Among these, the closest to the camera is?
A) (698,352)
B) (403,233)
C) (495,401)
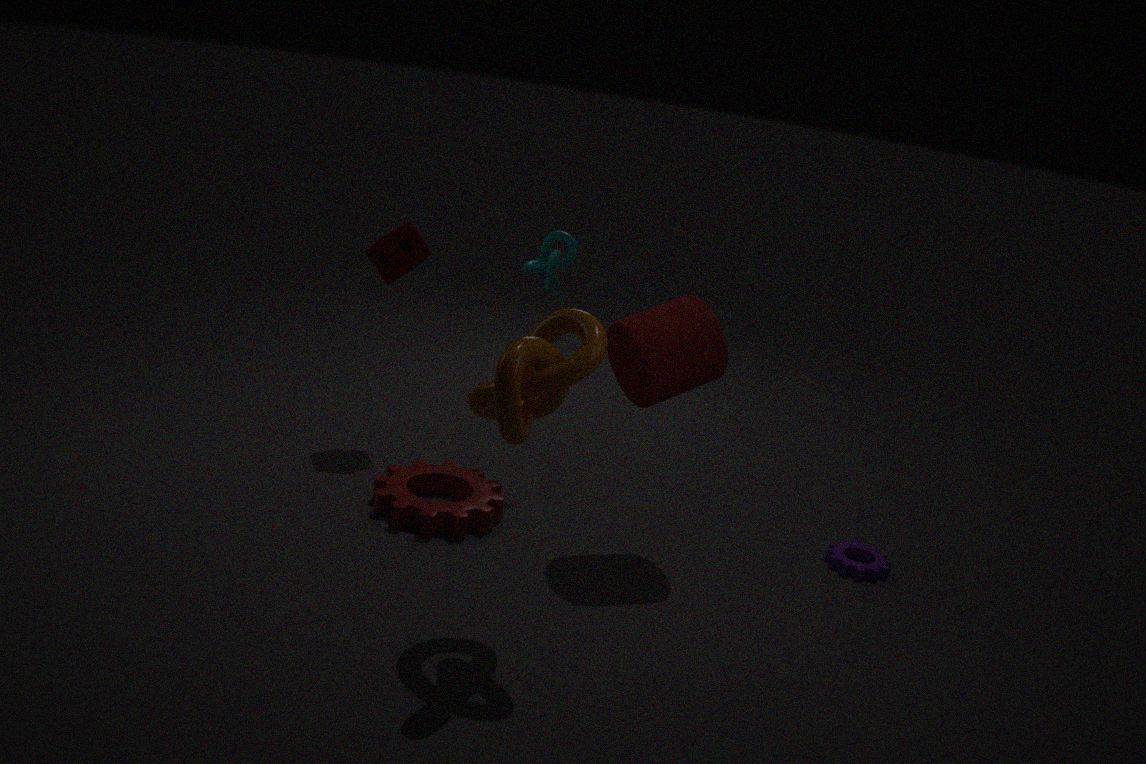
(495,401)
